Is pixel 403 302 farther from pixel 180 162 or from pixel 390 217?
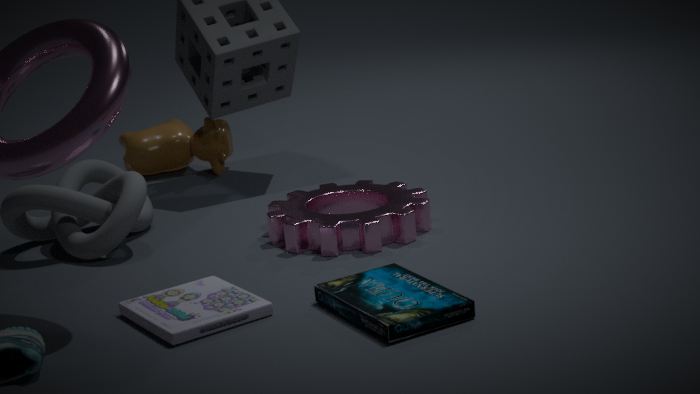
pixel 180 162
